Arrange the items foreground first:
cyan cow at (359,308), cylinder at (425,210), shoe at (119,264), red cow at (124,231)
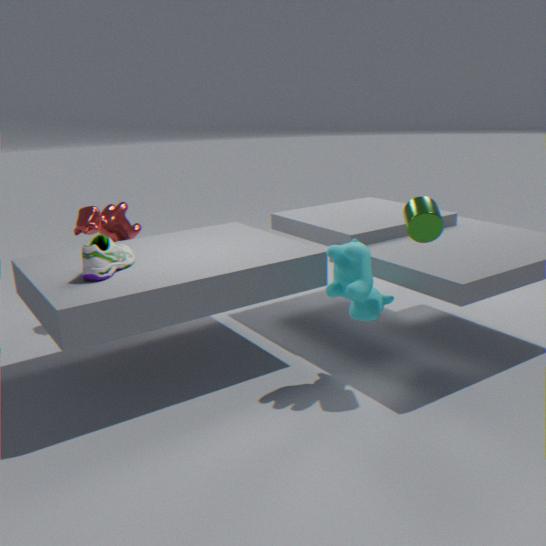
cylinder at (425,210) < shoe at (119,264) < cyan cow at (359,308) < red cow at (124,231)
